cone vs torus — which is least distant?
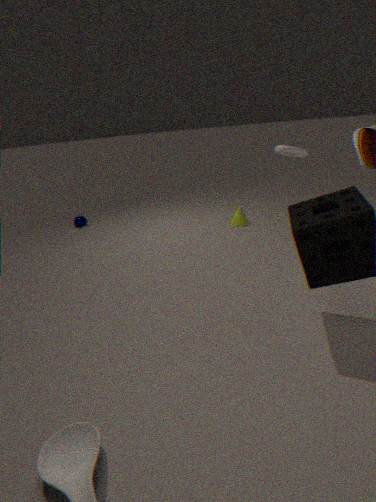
torus
